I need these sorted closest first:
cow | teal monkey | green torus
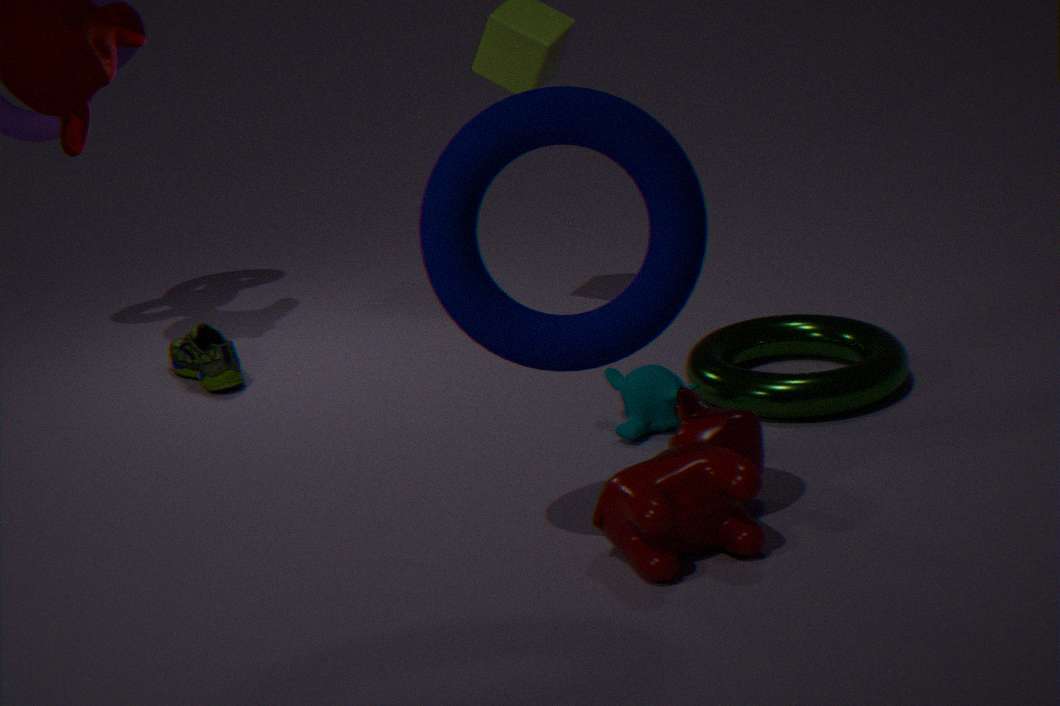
cow < teal monkey < green torus
